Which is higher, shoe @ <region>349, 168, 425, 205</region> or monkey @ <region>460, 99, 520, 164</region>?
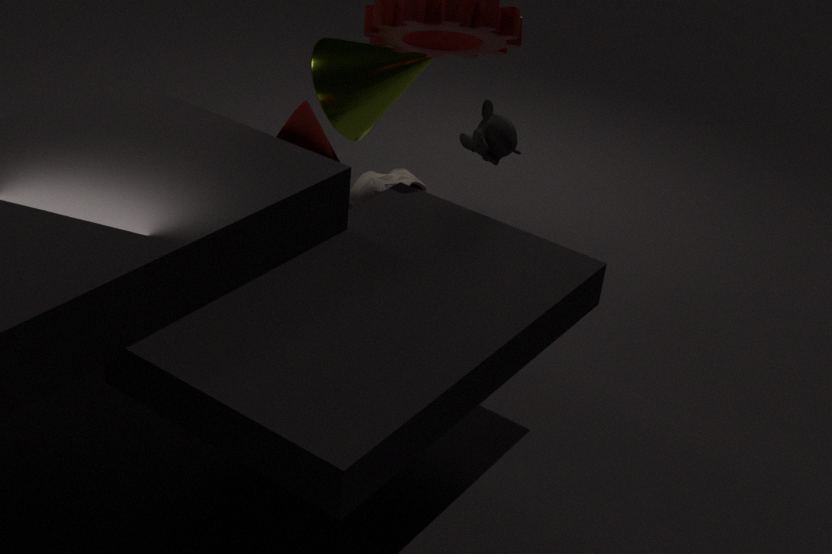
monkey @ <region>460, 99, 520, 164</region>
